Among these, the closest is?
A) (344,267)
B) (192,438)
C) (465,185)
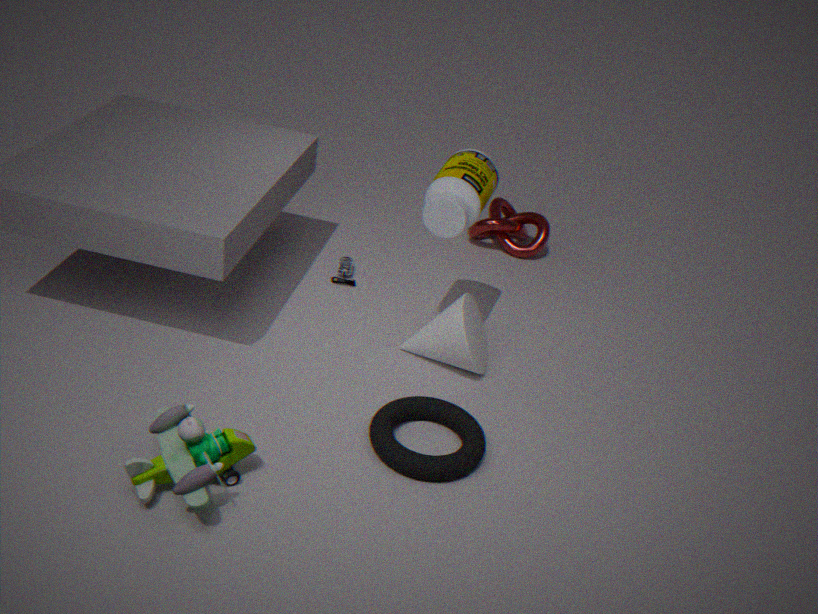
(192,438)
